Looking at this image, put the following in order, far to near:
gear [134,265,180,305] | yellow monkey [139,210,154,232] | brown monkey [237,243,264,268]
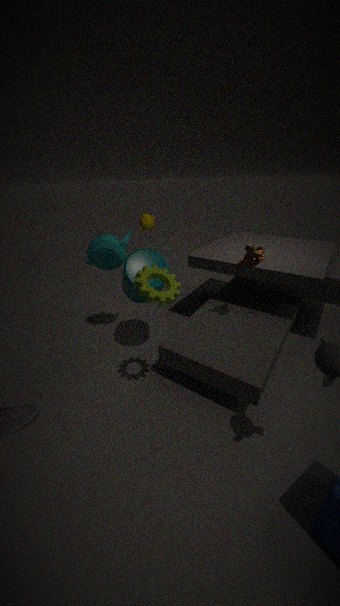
yellow monkey [139,210,154,232], brown monkey [237,243,264,268], gear [134,265,180,305]
